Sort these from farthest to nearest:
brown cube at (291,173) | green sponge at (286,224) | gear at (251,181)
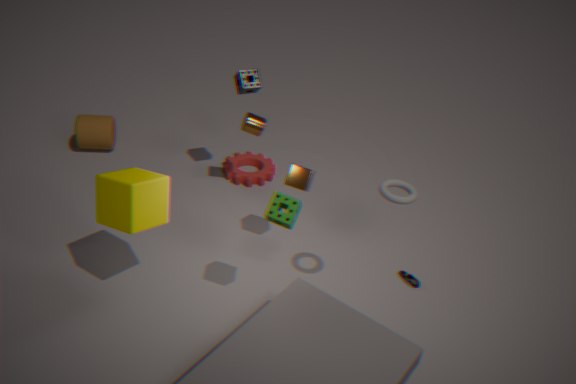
gear at (251,181) < brown cube at (291,173) < green sponge at (286,224)
